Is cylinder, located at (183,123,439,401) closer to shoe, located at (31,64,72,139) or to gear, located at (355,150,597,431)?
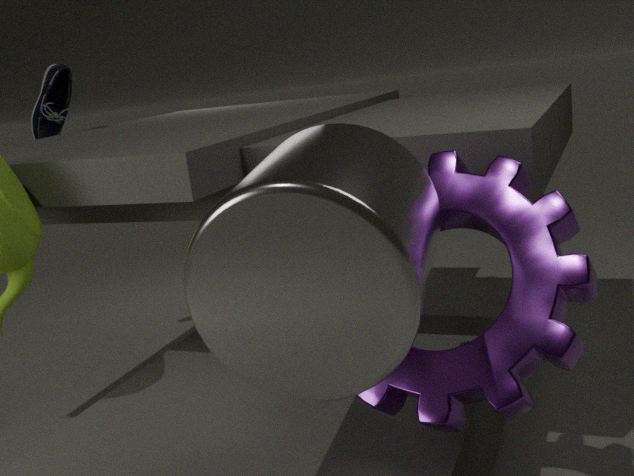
gear, located at (355,150,597,431)
